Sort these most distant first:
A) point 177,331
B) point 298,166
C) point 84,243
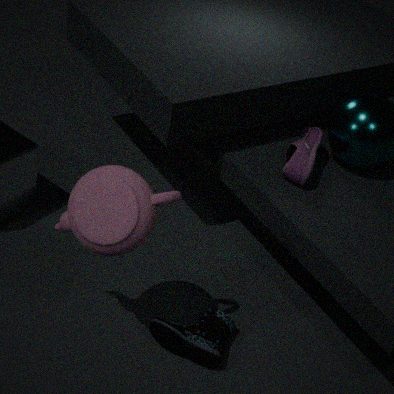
point 298,166
point 177,331
point 84,243
